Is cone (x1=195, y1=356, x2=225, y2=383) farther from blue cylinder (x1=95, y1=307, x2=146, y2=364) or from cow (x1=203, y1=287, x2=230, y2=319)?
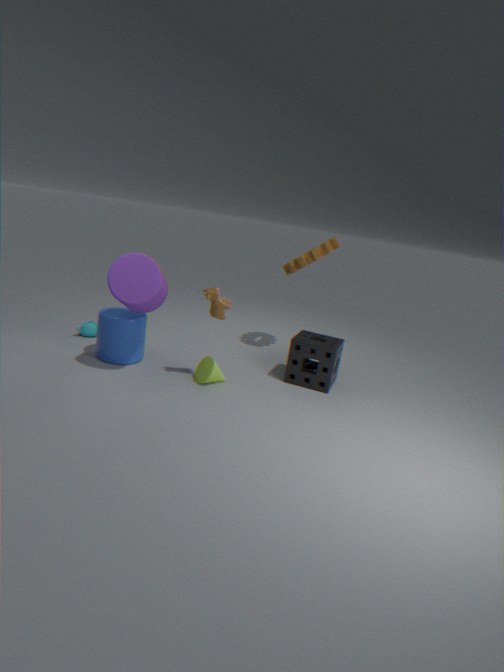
blue cylinder (x1=95, y1=307, x2=146, y2=364)
